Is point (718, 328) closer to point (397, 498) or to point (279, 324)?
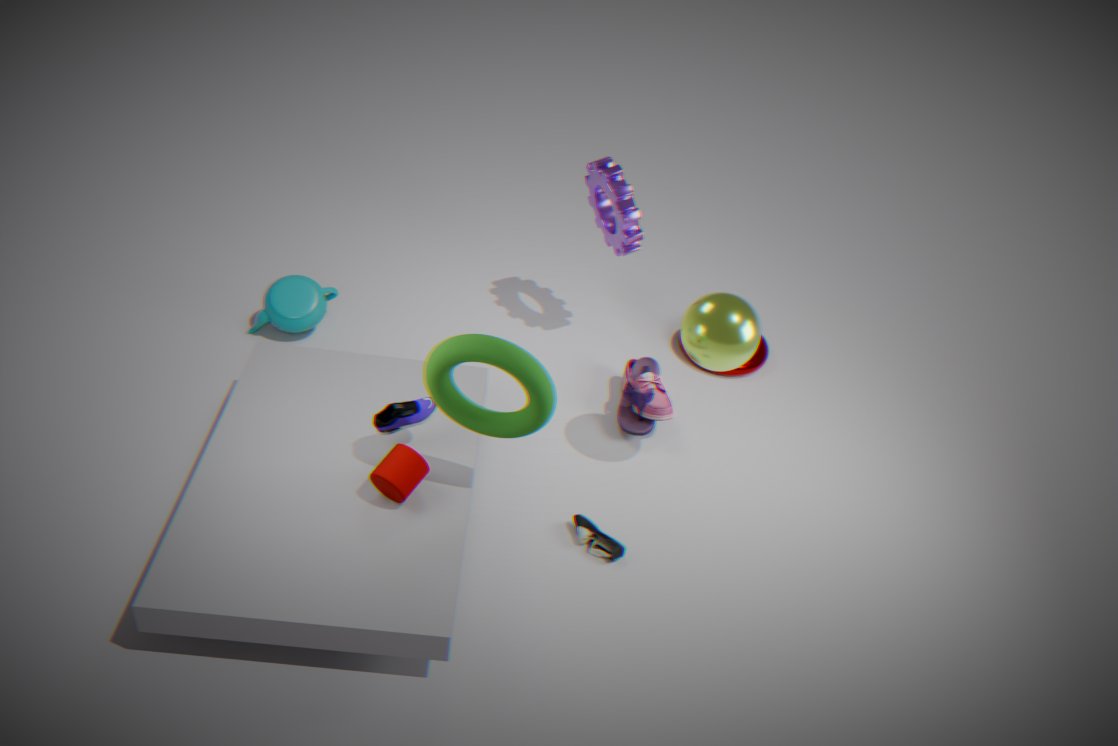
point (397, 498)
